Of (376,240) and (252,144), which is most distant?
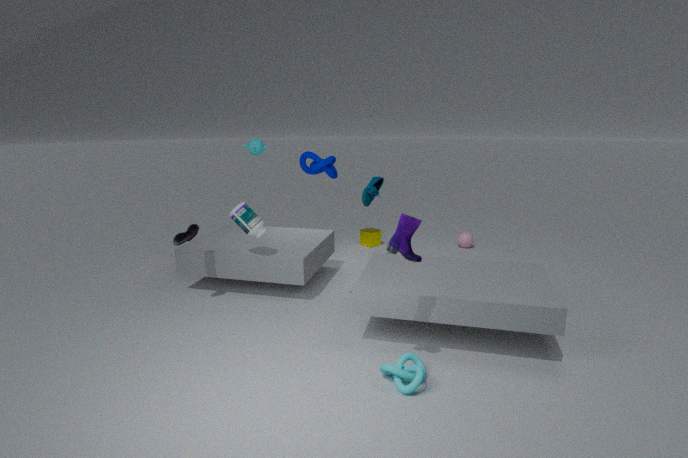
(376,240)
